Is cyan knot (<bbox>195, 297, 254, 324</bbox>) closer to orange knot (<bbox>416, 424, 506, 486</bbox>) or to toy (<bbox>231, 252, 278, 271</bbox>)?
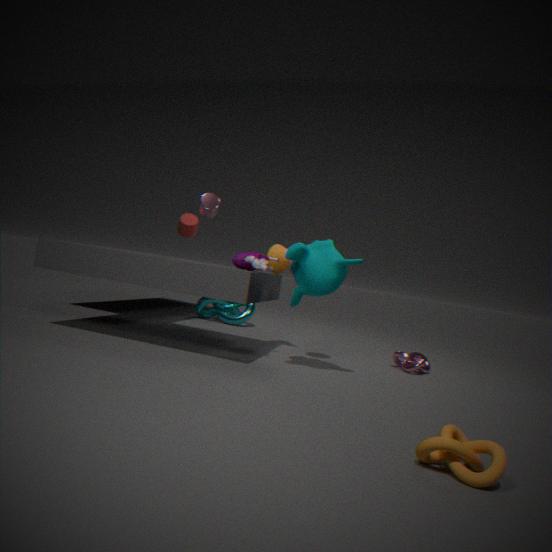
toy (<bbox>231, 252, 278, 271</bbox>)
